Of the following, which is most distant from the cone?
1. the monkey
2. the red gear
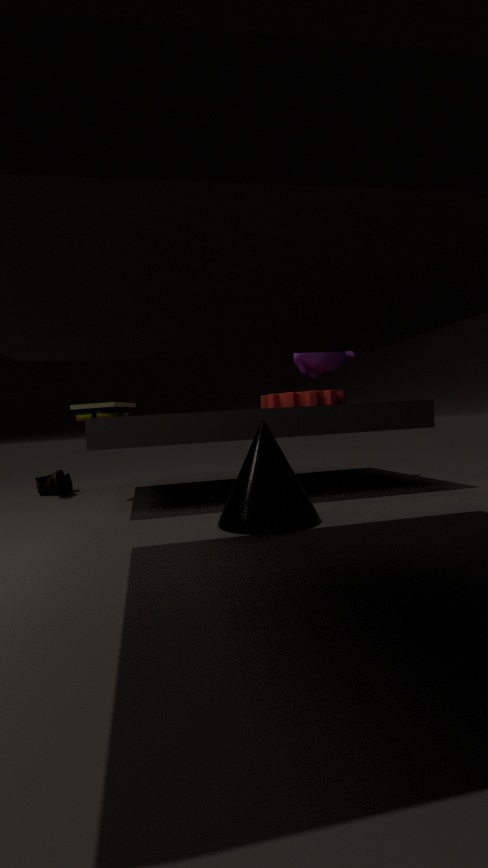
the monkey
